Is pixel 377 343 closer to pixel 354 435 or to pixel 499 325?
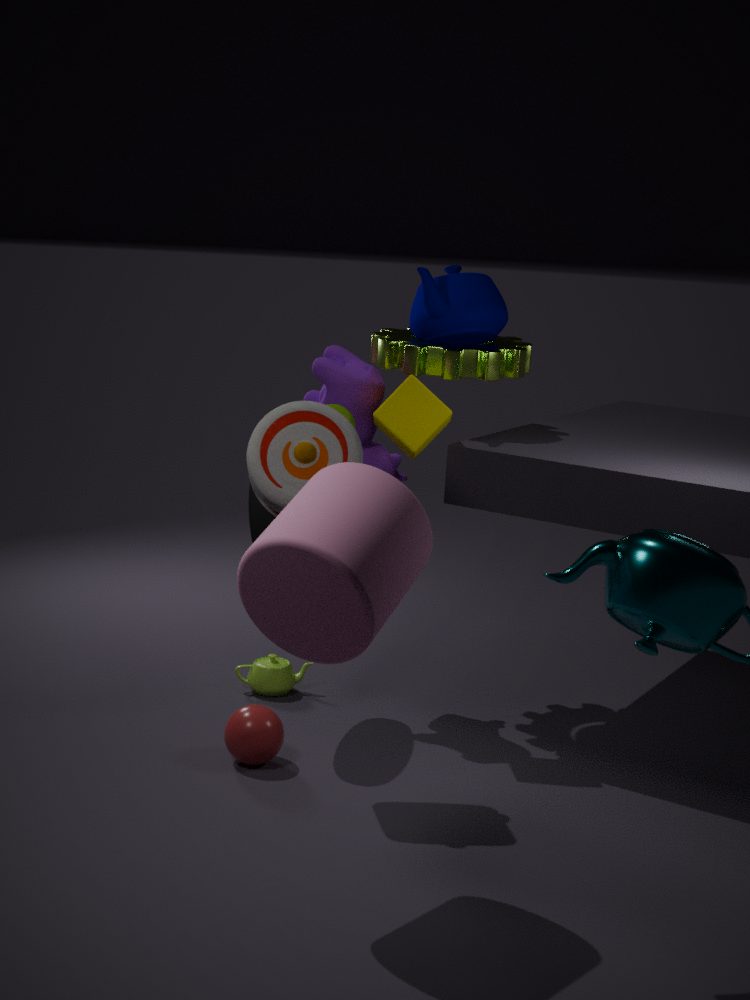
pixel 499 325
